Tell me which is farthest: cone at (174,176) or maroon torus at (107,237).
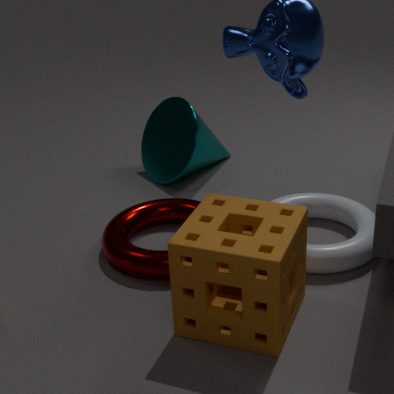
cone at (174,176)
